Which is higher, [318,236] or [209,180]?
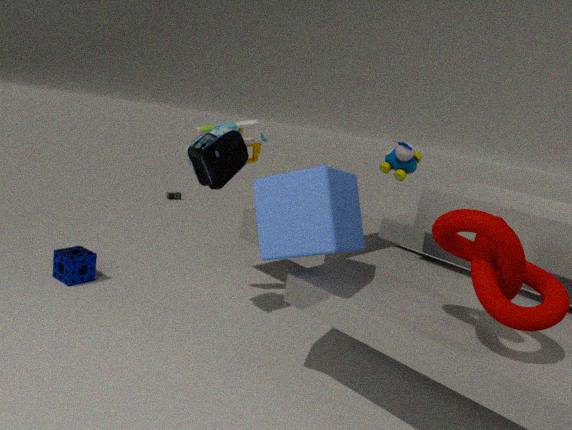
[209,180]
